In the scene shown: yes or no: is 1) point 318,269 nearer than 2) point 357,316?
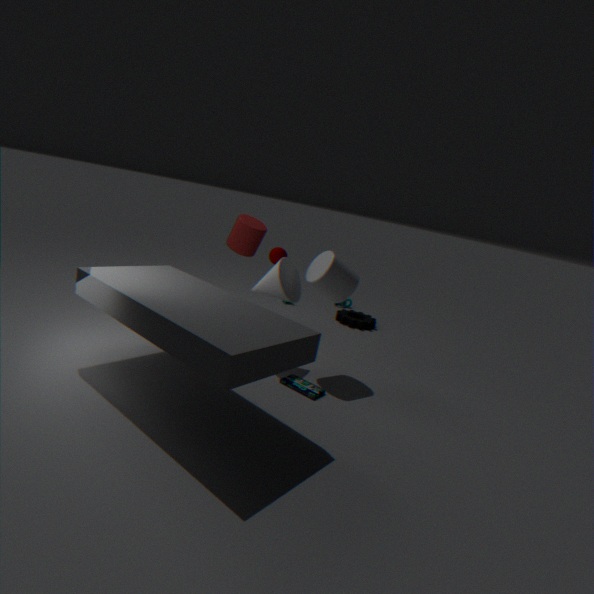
Yes
